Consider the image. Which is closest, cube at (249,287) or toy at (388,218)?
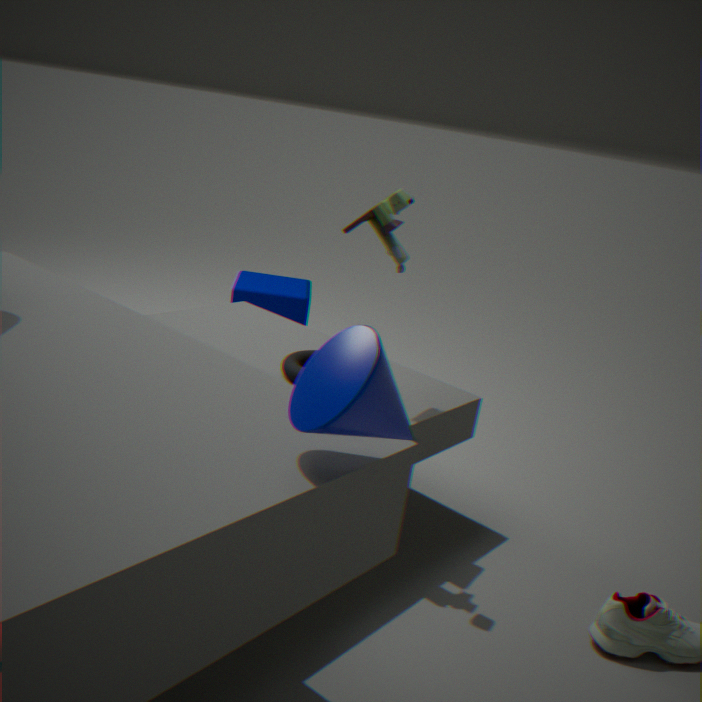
toy at (388,218)
